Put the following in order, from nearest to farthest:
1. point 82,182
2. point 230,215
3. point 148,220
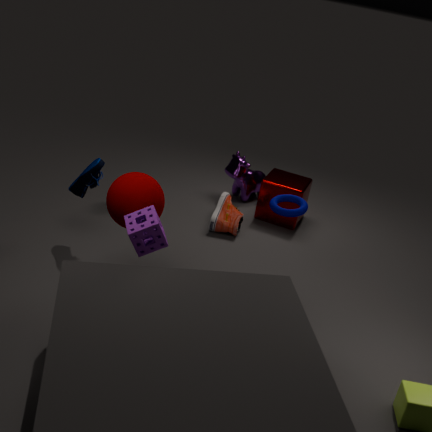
point 148,220 → point 82,182 → point 230,215
